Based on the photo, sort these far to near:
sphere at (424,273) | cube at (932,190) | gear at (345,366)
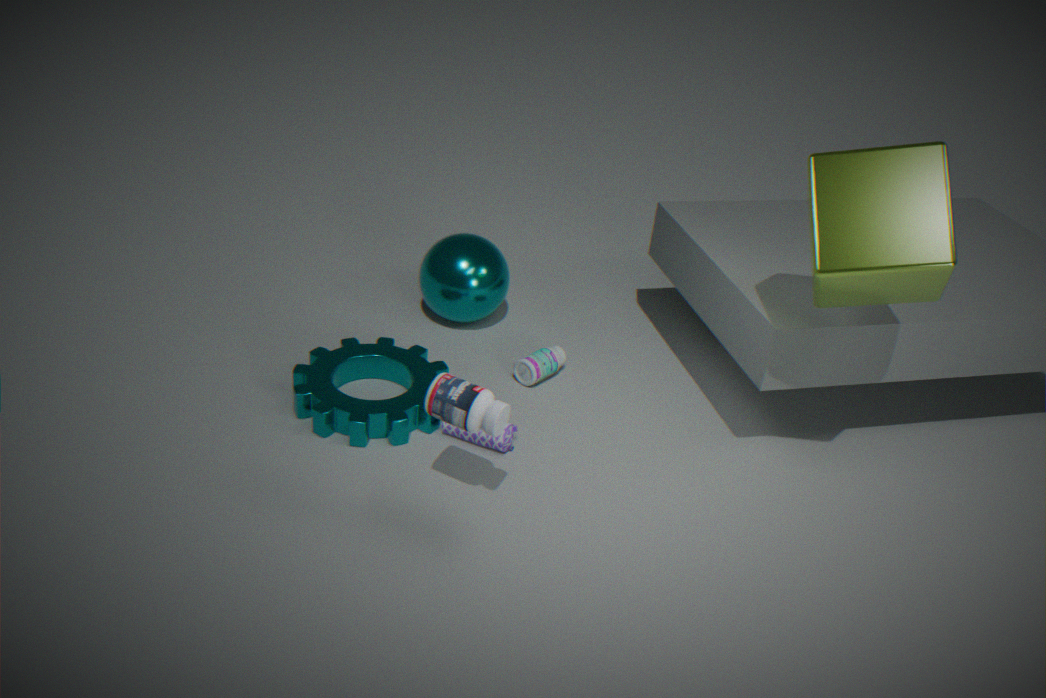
sphere at (424,273) < gear at (345,366) < cube at (932,190)
